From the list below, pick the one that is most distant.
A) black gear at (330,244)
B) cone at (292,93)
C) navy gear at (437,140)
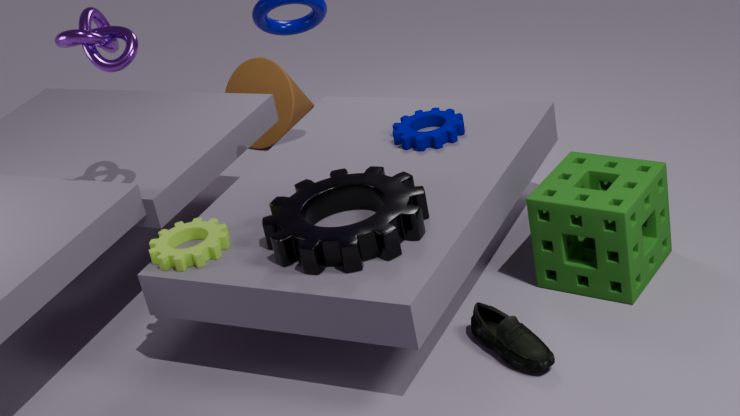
cone at (292,93)
